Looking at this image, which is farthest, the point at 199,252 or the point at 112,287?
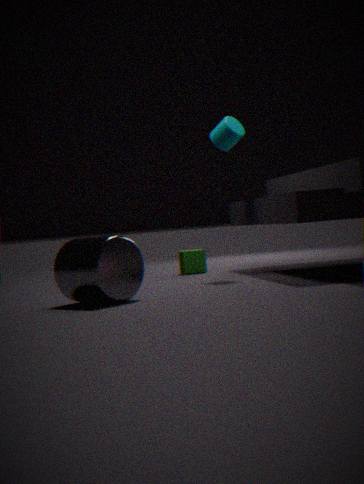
the point at 199,252
